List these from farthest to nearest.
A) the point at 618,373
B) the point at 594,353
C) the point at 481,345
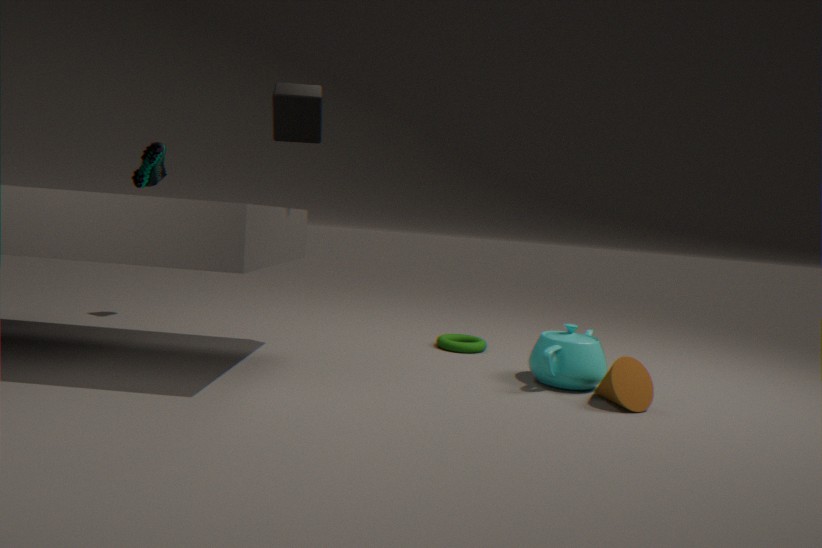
the point at 481,345
the point at 594,353
the point at 618,373
